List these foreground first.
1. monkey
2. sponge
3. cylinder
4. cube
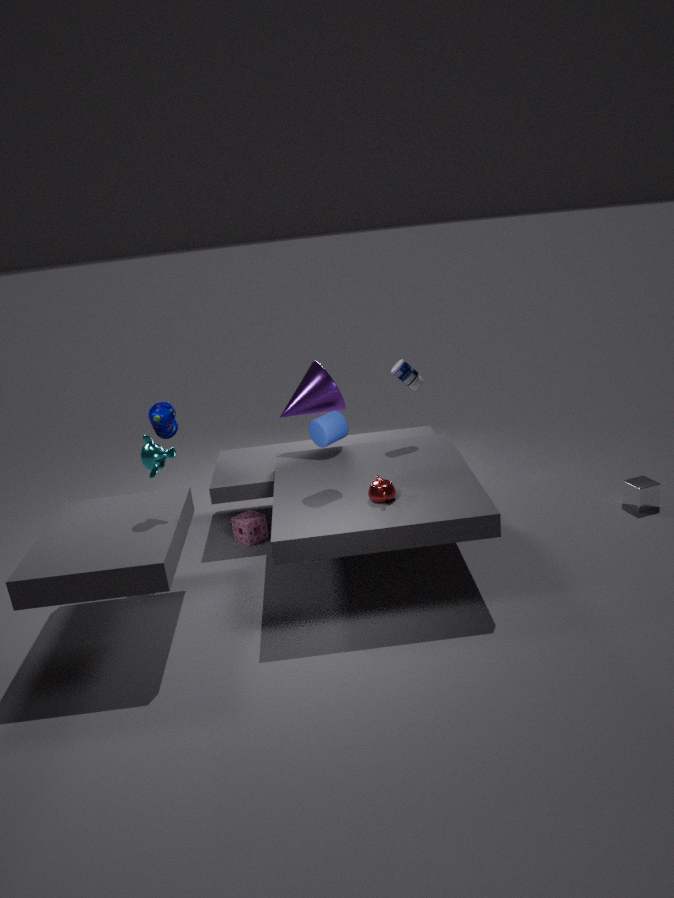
monkey → cylinder → cube → sponge
